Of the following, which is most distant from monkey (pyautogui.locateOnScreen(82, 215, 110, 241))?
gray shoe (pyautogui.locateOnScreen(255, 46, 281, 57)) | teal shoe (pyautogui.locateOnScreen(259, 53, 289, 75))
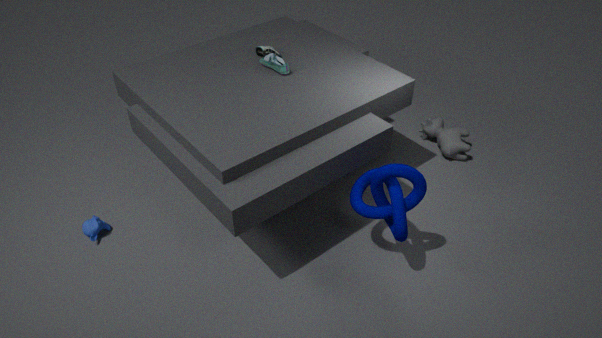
gray shoe (pyautogui.locateOnScreen(255, 46, 281, 57))
